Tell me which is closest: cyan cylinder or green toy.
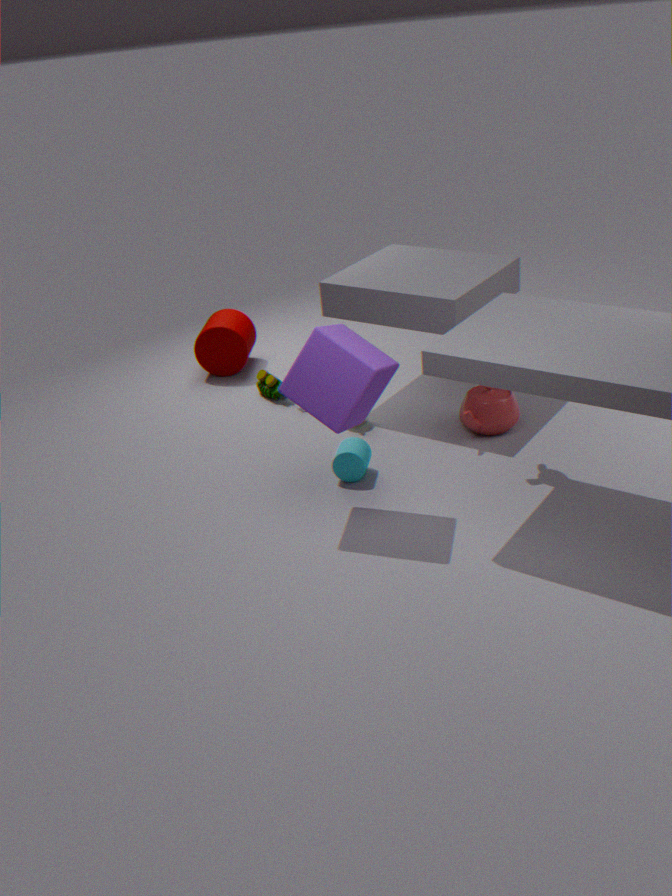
cyan cylinder
